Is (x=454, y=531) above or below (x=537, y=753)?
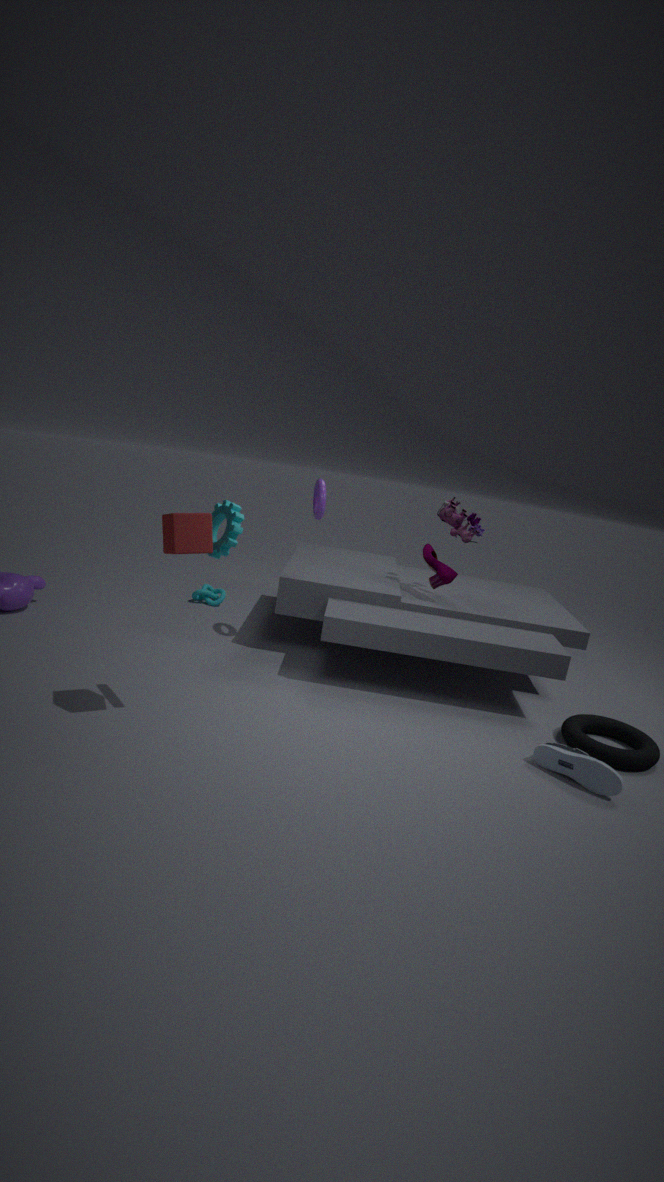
above
